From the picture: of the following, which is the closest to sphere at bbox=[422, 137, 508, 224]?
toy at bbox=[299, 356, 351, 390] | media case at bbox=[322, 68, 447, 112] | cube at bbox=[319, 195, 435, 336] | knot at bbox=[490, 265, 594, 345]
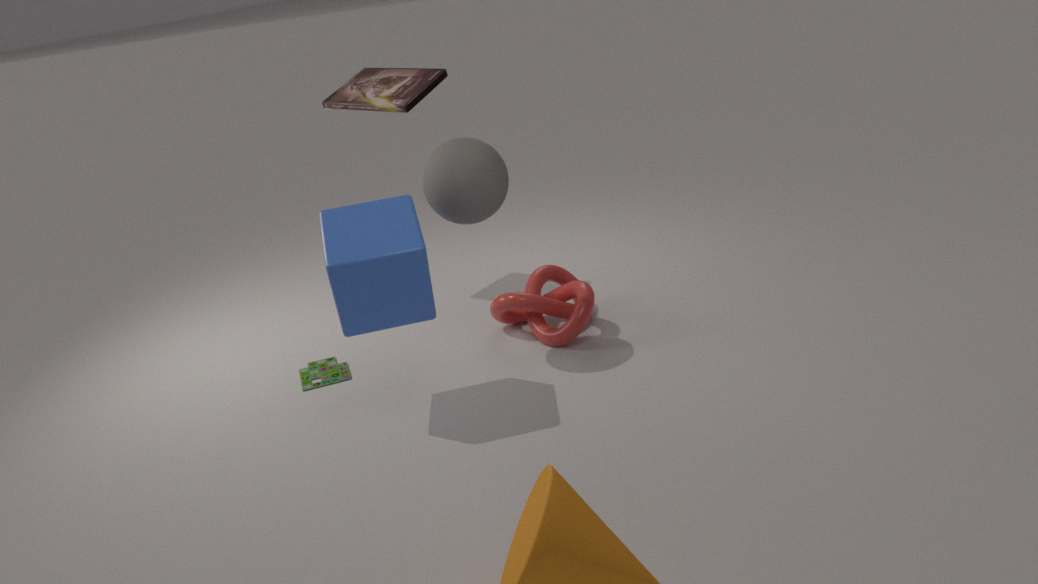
cube at bbox=[319, 195, 435, 336]
